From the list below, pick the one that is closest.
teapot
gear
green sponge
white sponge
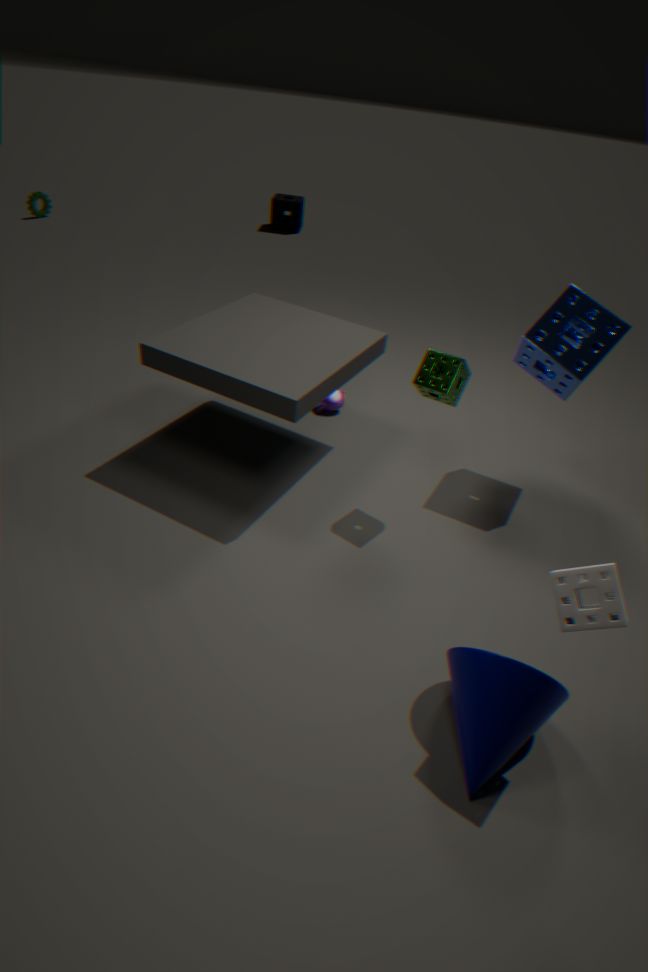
white sponge
